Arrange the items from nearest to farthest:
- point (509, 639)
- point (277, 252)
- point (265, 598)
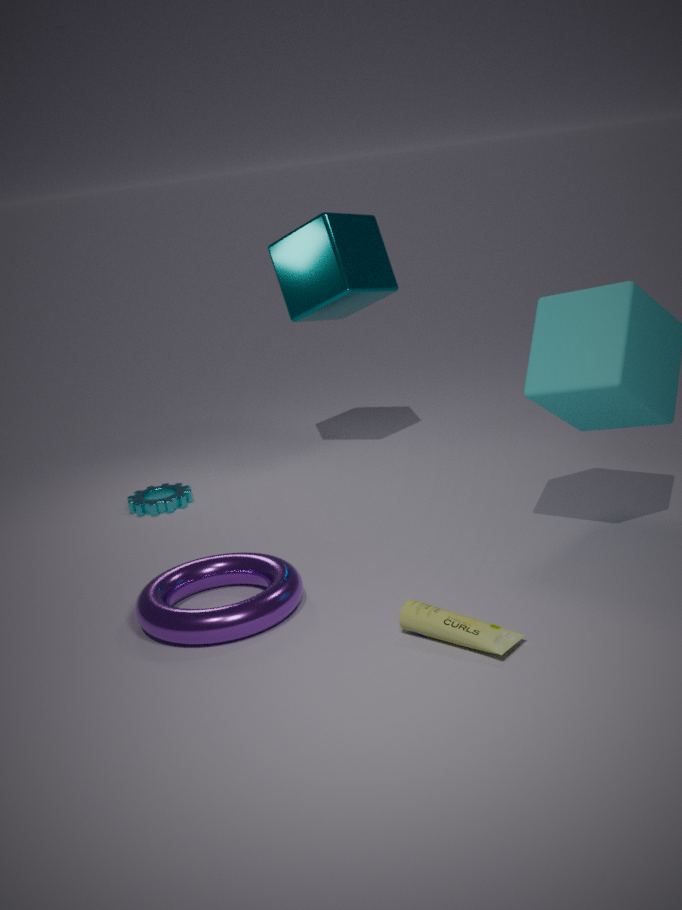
point (509, 639) < point (265, 598) < point (277, 252)
